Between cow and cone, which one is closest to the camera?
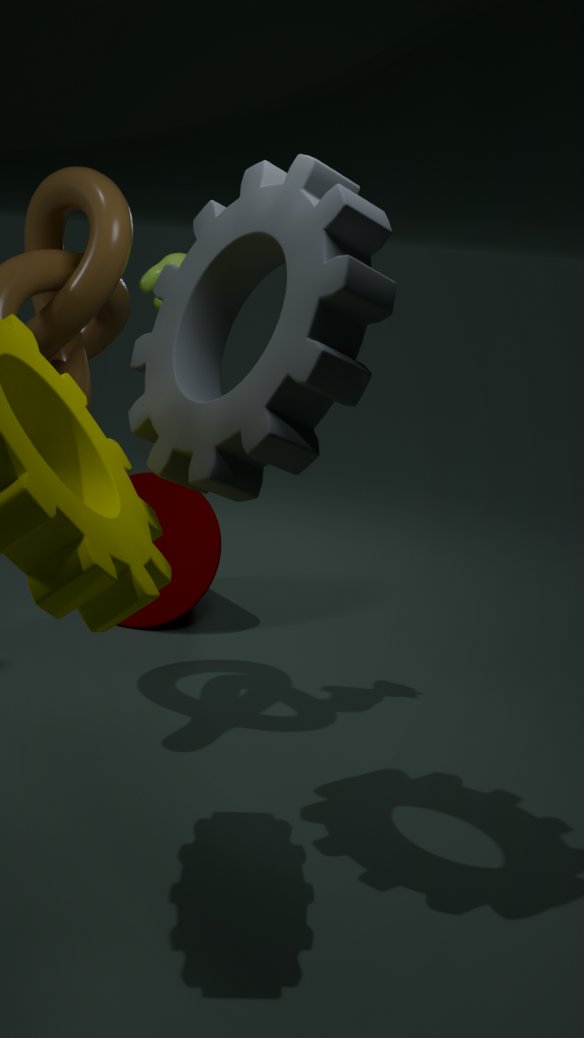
cow
